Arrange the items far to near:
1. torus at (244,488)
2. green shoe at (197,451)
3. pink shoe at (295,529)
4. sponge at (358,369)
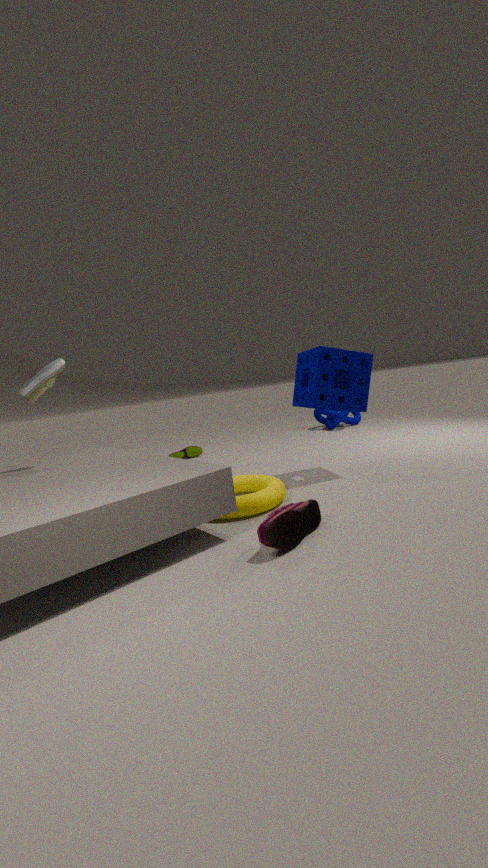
green shoe at (197,451) → sponge at (358,369) → torus at (244,488) → pink shoe at (295,529)
